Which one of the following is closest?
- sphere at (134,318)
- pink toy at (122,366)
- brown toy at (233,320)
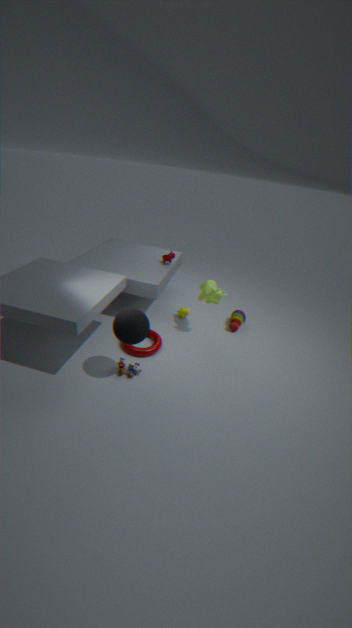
sphere at (134,318)
